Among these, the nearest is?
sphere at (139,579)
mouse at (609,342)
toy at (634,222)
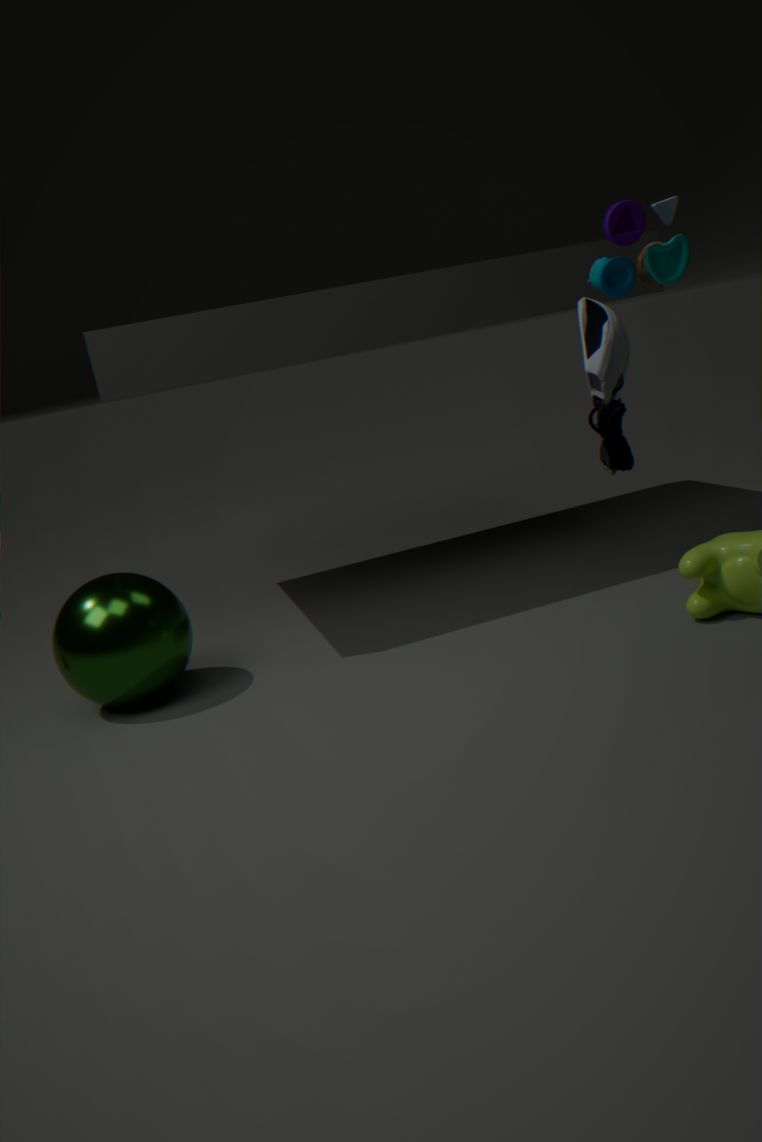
mouse at (609,342)
